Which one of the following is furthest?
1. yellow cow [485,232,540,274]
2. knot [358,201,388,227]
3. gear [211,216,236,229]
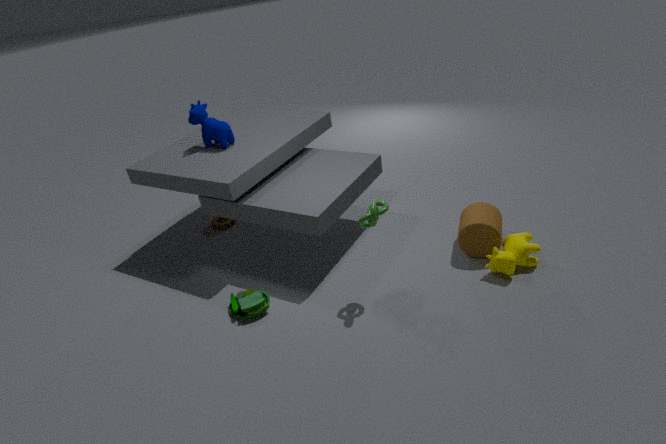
gear [211,216,236,229]
